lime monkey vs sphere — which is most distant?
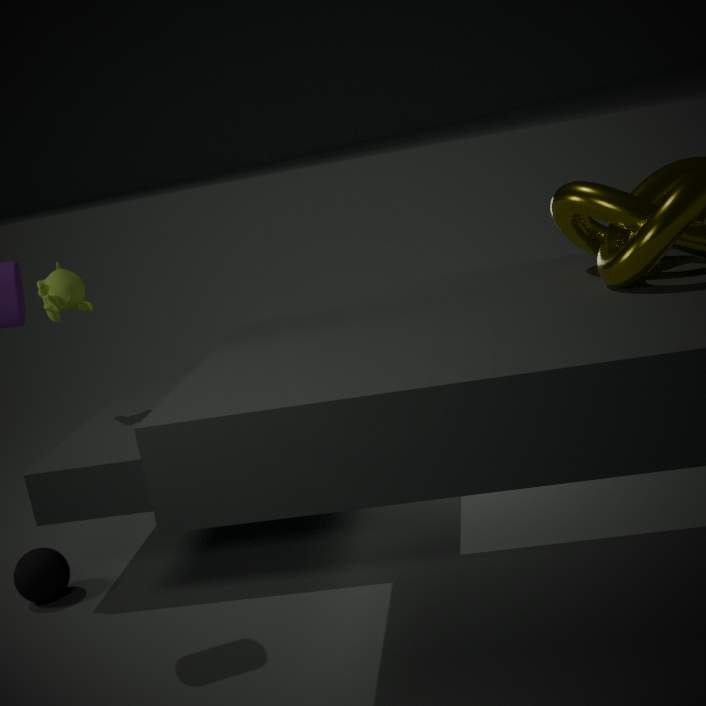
lime monkey
